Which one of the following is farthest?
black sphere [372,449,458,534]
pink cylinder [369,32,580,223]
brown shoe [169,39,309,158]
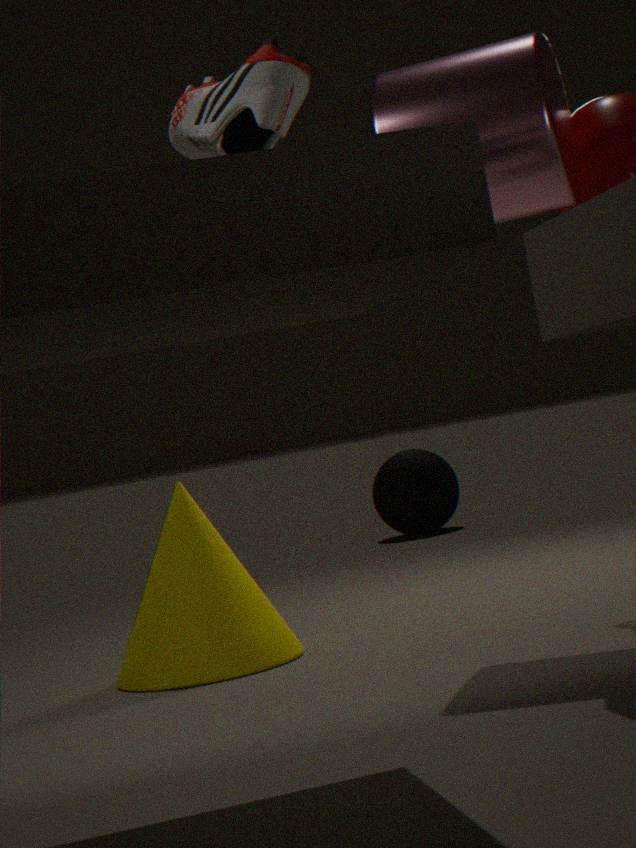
black sphere [372,449,458,534]
